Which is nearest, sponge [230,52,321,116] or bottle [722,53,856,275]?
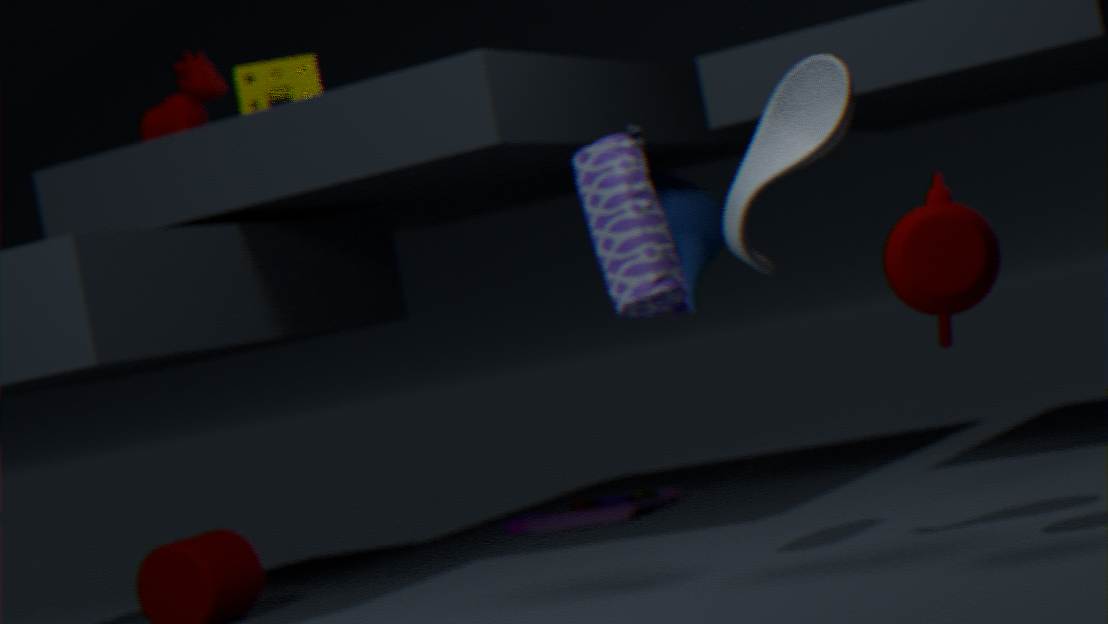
bottle [722,53,856,275]
